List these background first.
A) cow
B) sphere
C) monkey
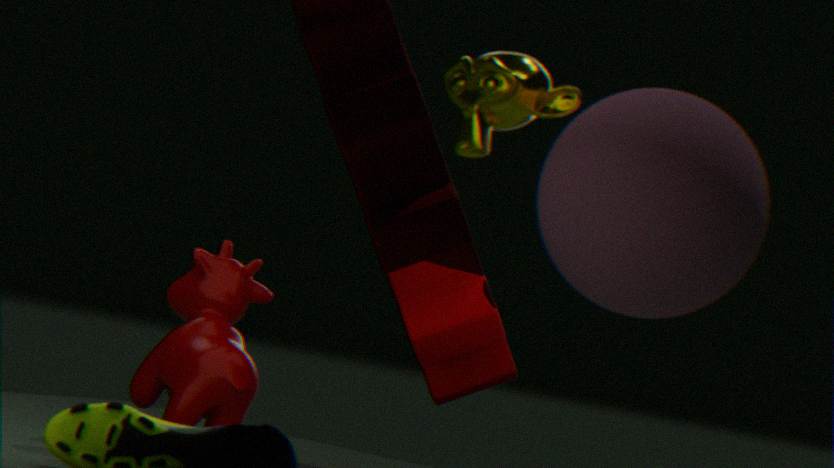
monkey → sphere → cow
